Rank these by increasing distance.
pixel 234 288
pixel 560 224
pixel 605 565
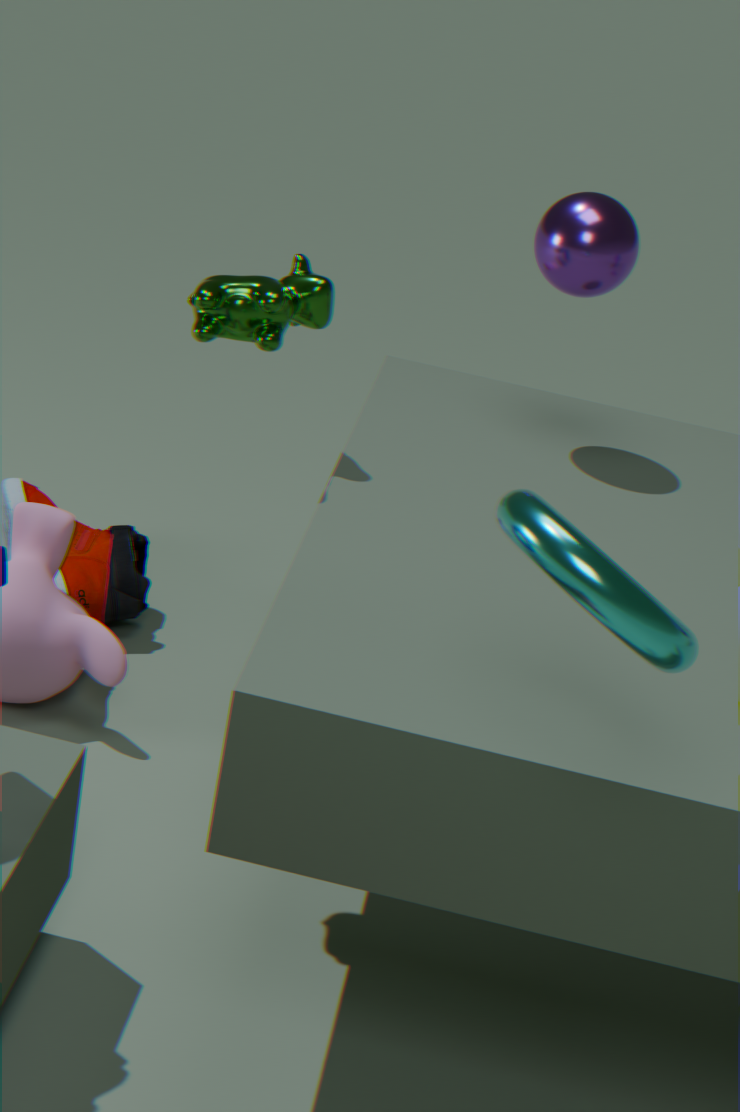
pixel 605 565 < pixel 234 288 < pixel 560 224
